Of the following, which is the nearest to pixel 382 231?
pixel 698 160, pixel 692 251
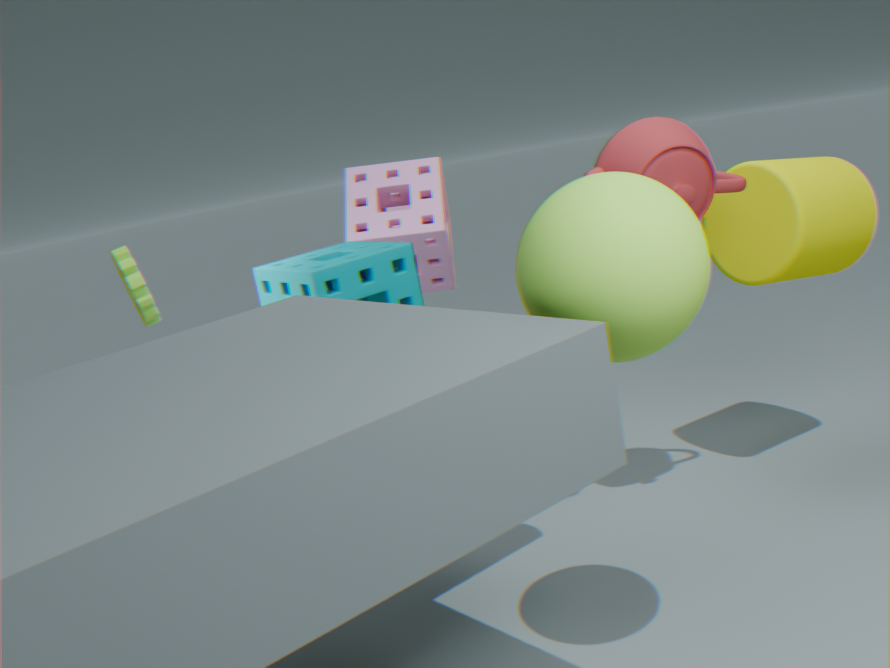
pixel 698 160
